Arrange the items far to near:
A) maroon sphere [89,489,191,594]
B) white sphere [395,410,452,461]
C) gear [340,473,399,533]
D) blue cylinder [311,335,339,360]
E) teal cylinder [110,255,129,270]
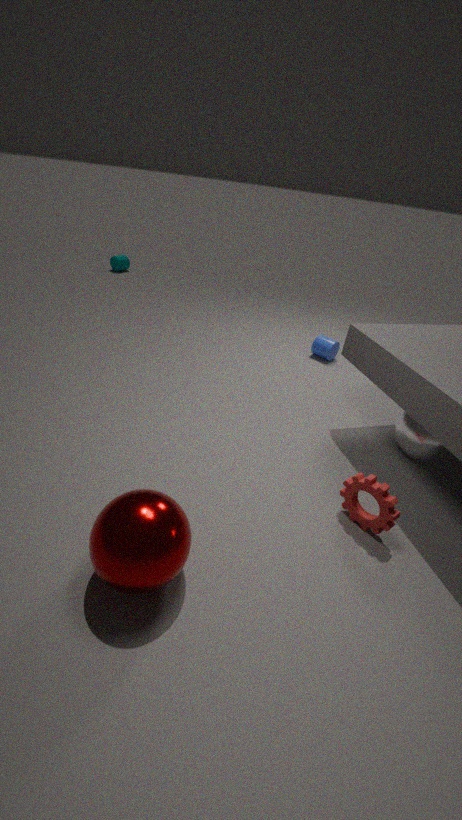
teal cylinder [110,255,129,270] → blue cylinder [311,335,339,360] → white sphere [395,410,452,461] → gear [340,473,399,533] → maroon sphere [89,489,191,594]
